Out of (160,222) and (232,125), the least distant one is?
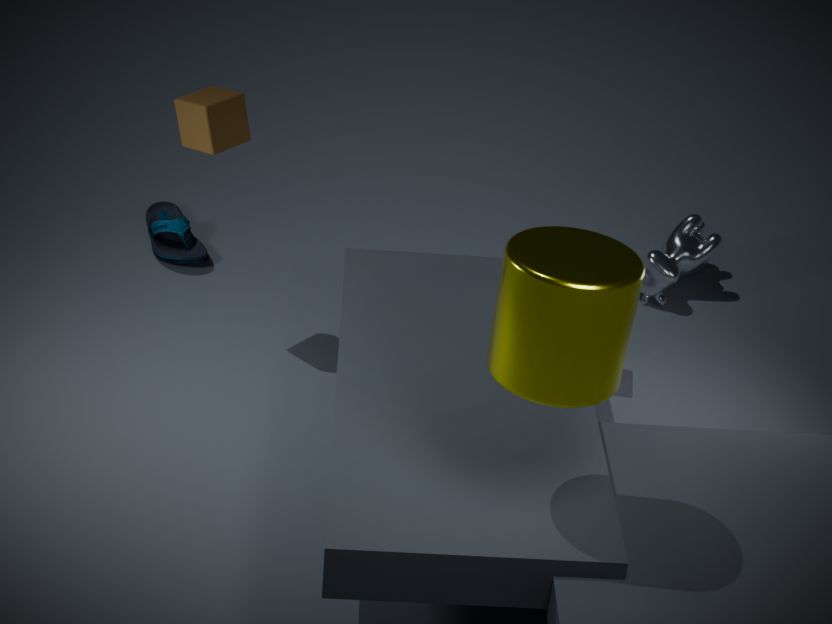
(232,125)
